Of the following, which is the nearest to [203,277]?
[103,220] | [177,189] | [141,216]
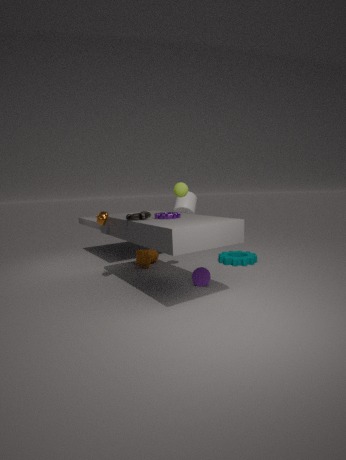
[141,216]
